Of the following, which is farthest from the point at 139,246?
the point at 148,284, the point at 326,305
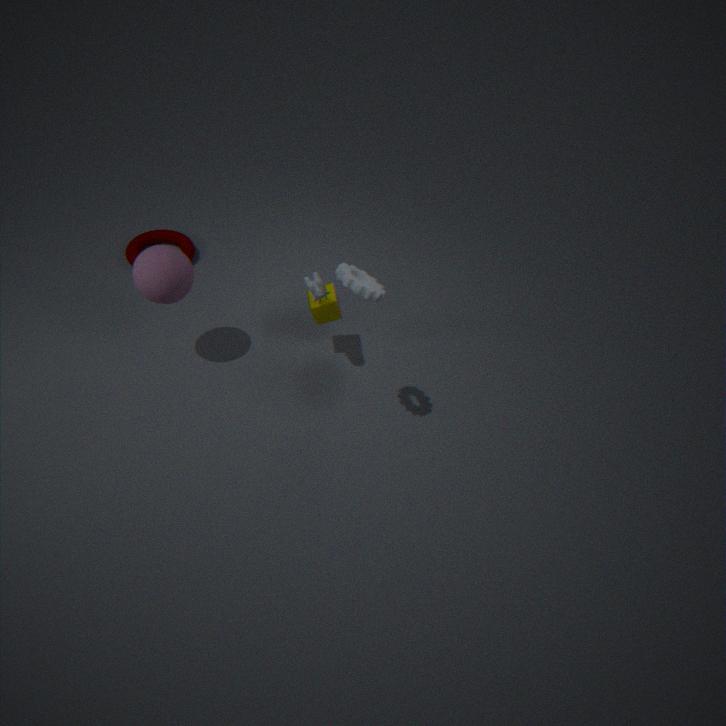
the point at 326,305
